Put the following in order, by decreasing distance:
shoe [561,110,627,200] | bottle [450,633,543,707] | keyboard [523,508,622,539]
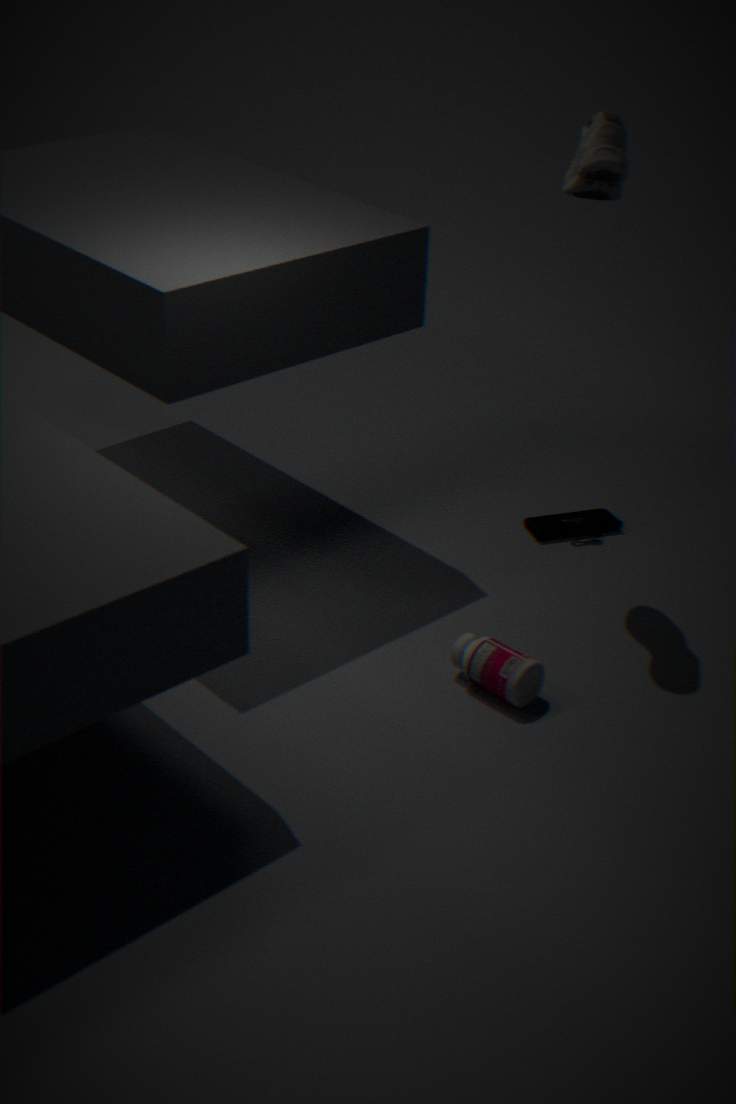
keyboard [523,508,622,539] → bottle [450,633,543,707] → shoe [561,110,627,200]
